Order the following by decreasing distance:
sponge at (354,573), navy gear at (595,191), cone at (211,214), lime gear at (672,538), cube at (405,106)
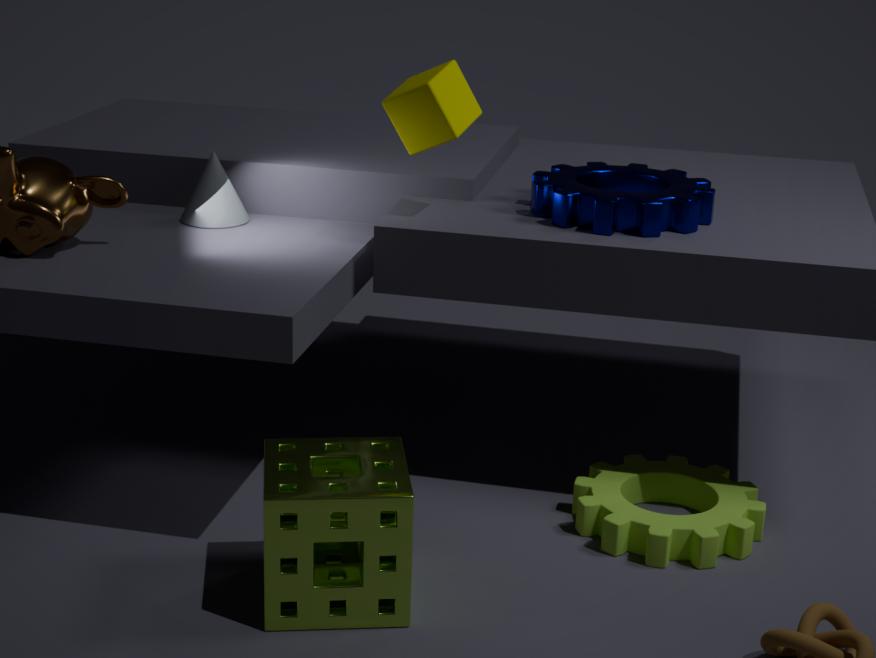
1. cone at (211,214)
2. navy gear at (595,191)
3. cube at (405,106)
4. lime gear at (672,538)
5. sponge at (354,573)
